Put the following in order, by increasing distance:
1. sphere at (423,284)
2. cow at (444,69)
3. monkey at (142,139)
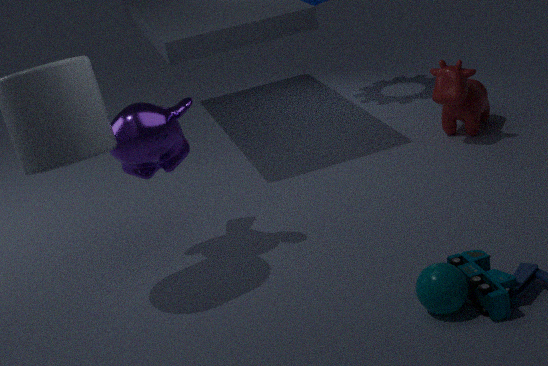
sphere at (423,284) → monkey at (142,139) → cow at (444,69)
